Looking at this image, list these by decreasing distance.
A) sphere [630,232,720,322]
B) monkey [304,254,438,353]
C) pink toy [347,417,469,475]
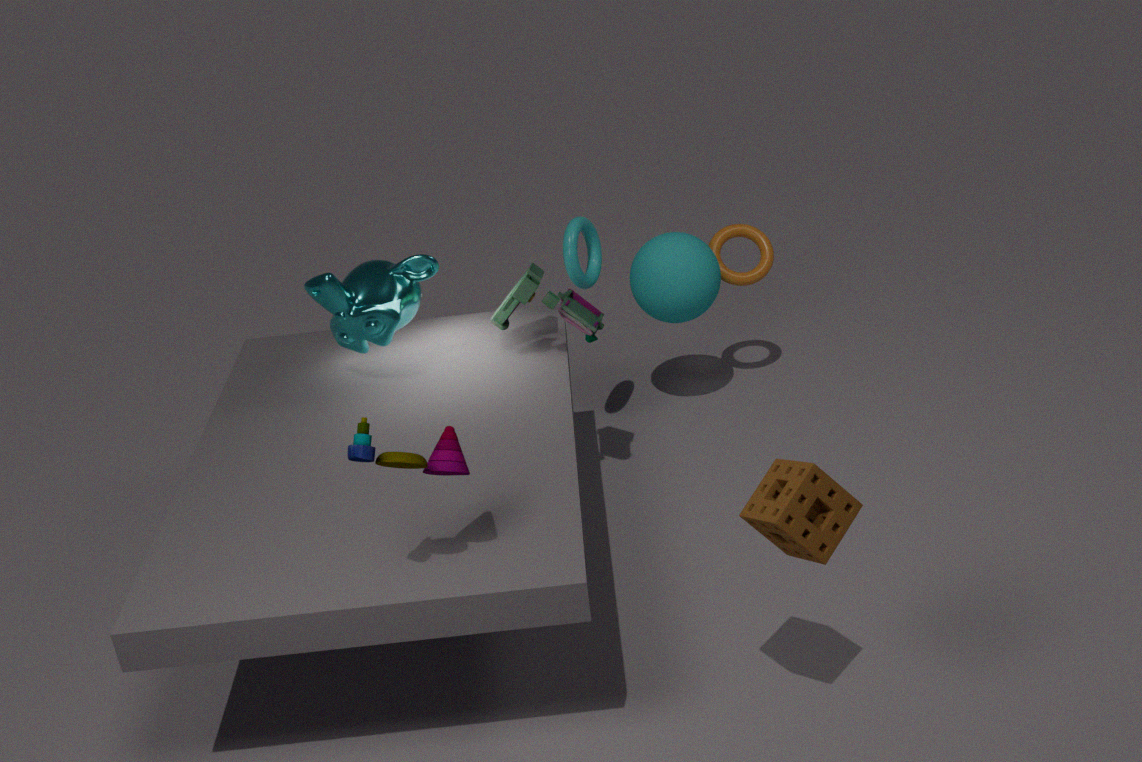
1. sphere [630,232,720,322]
2. monkey [304,254,438,353]
3. pink toy [347,417,469,475]
